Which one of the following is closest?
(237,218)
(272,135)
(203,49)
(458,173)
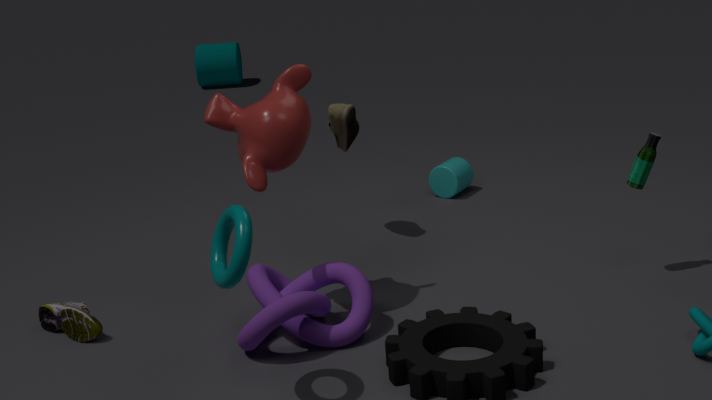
(237,218)
